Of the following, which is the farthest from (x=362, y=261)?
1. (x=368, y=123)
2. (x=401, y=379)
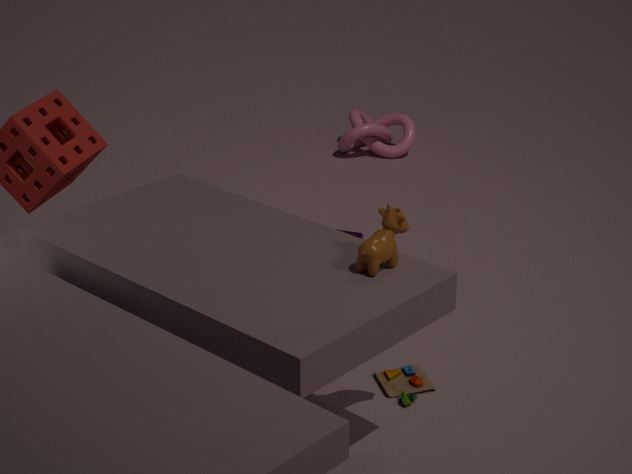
(x=368, y=123)
